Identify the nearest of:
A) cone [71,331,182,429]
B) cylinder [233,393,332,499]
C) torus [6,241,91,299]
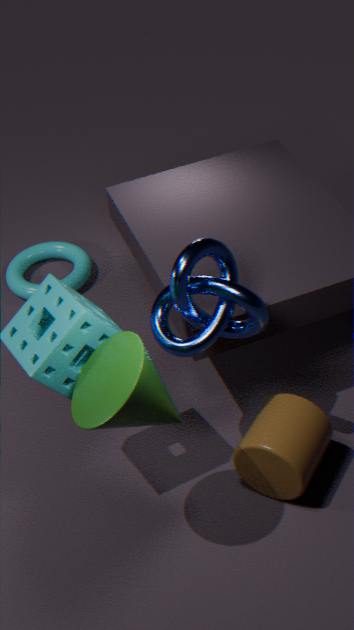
cone [71,331,182,429]
